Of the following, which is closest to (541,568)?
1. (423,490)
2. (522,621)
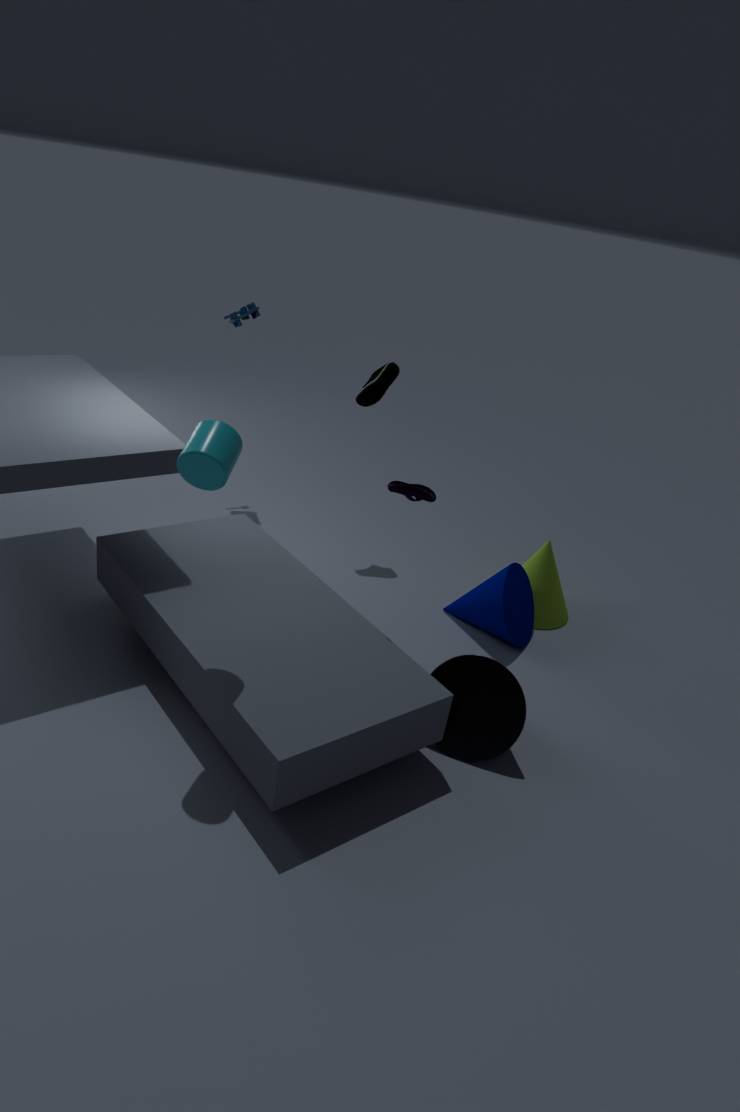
(522,621)
